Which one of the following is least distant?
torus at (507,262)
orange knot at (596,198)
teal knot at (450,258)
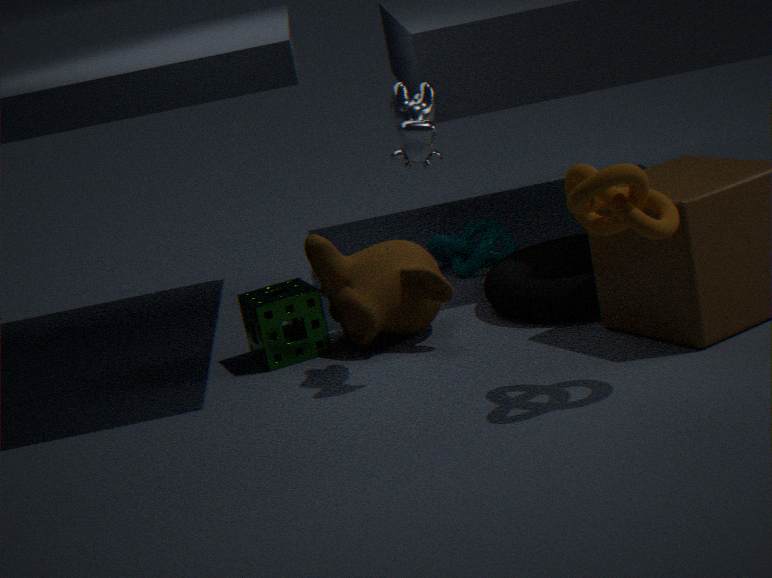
orange knot at (596,198)
